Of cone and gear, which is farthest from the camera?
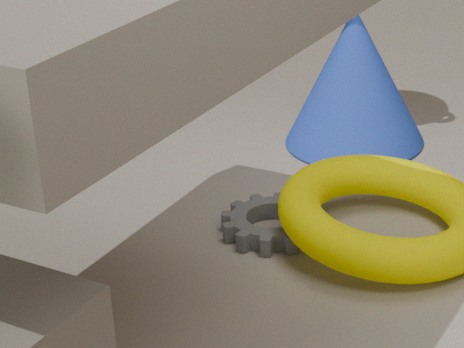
cone
